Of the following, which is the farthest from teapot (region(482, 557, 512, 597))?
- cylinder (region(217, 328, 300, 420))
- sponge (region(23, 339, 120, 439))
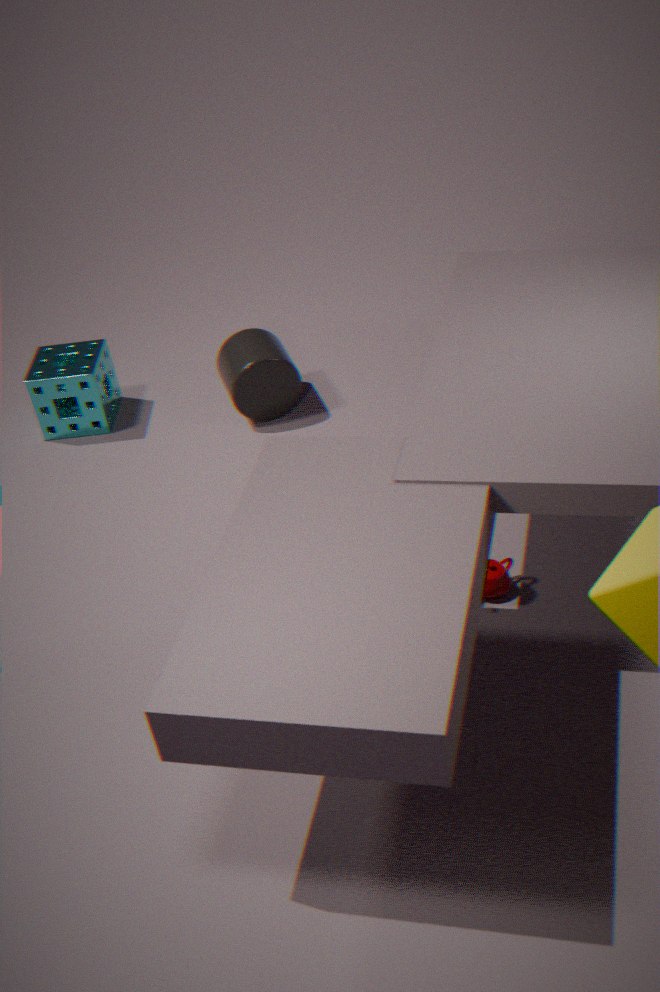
sponge (region(23, 339, 120, 439))
